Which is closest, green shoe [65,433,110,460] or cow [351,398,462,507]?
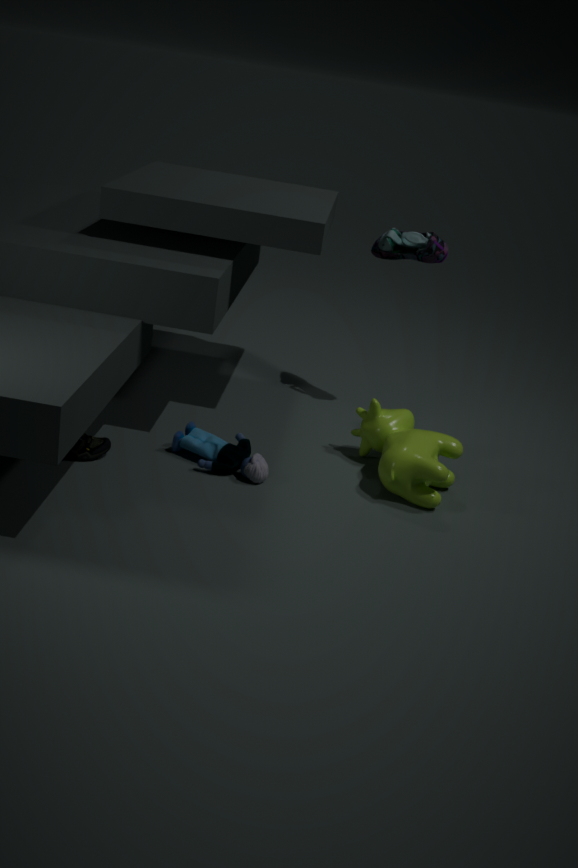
green shoe [65,433,110,460]
